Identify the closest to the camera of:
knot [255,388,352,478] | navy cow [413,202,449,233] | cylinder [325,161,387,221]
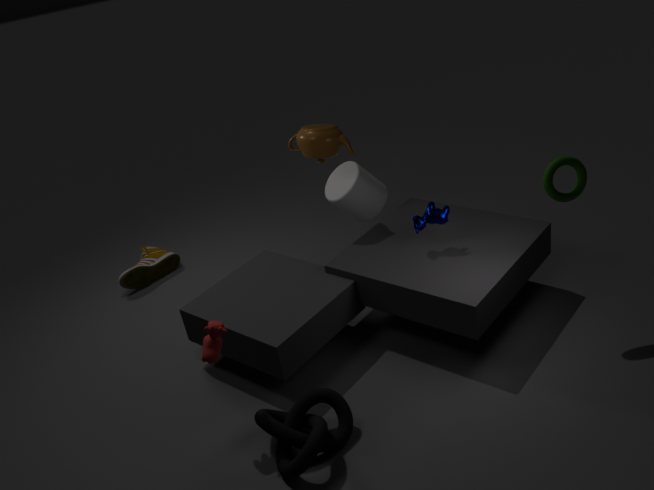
knot [255,388,352,478]
